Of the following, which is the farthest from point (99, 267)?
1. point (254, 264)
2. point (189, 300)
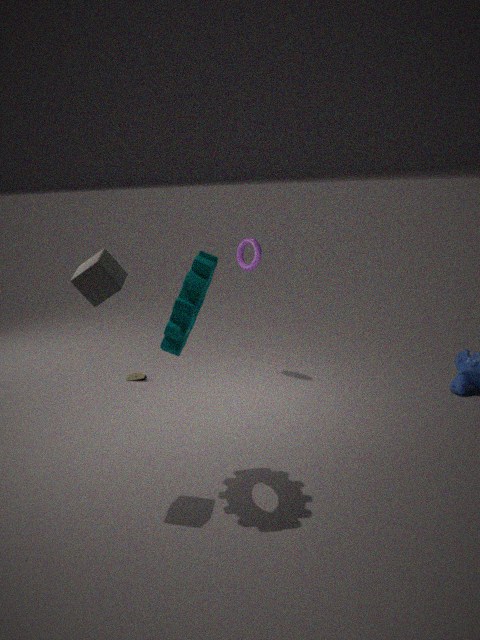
point (254, 264)
